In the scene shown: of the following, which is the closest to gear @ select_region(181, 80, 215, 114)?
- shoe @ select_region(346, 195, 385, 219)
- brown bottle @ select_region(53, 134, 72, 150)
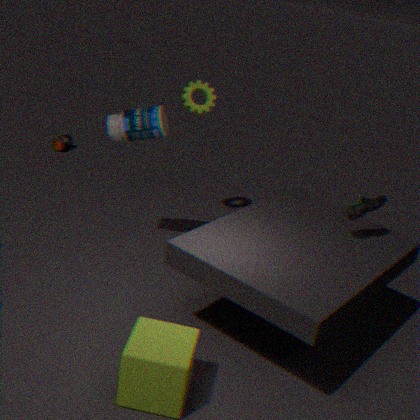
shoe @ select_region(346, 195, 385, 219)
